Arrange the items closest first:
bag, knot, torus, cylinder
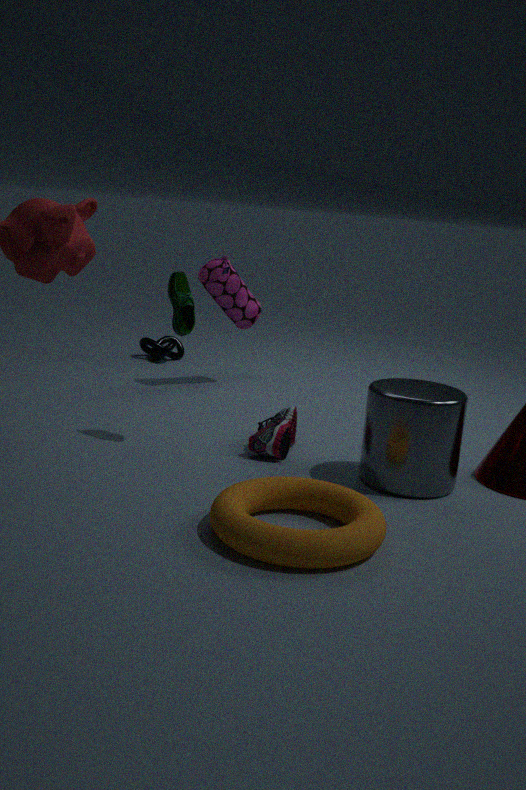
torus
cylinder
bag
knot
